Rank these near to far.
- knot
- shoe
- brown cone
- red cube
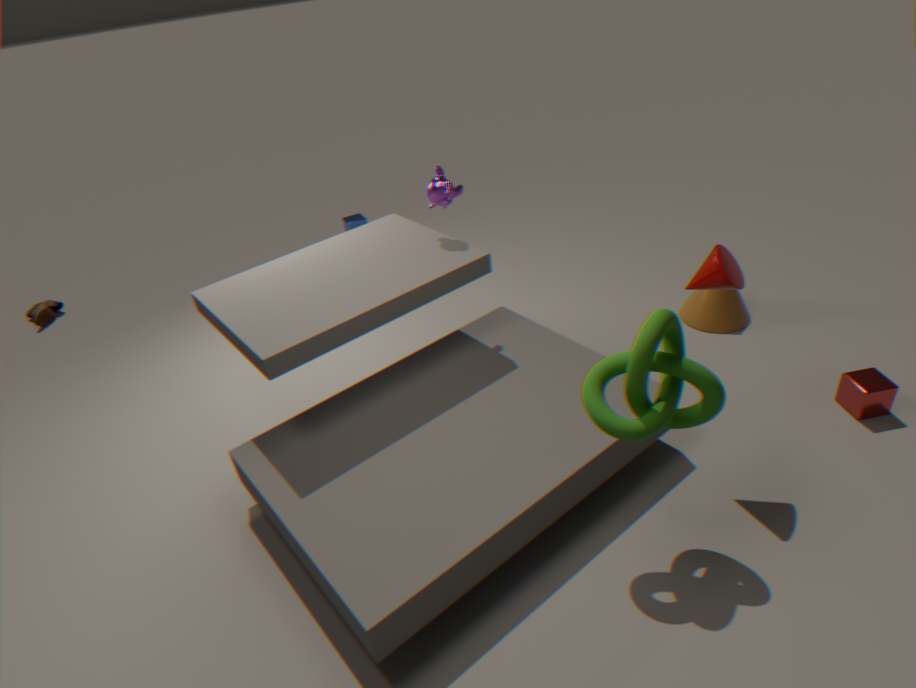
1. knot
2. red cube
3. brown cone
4. shoe
